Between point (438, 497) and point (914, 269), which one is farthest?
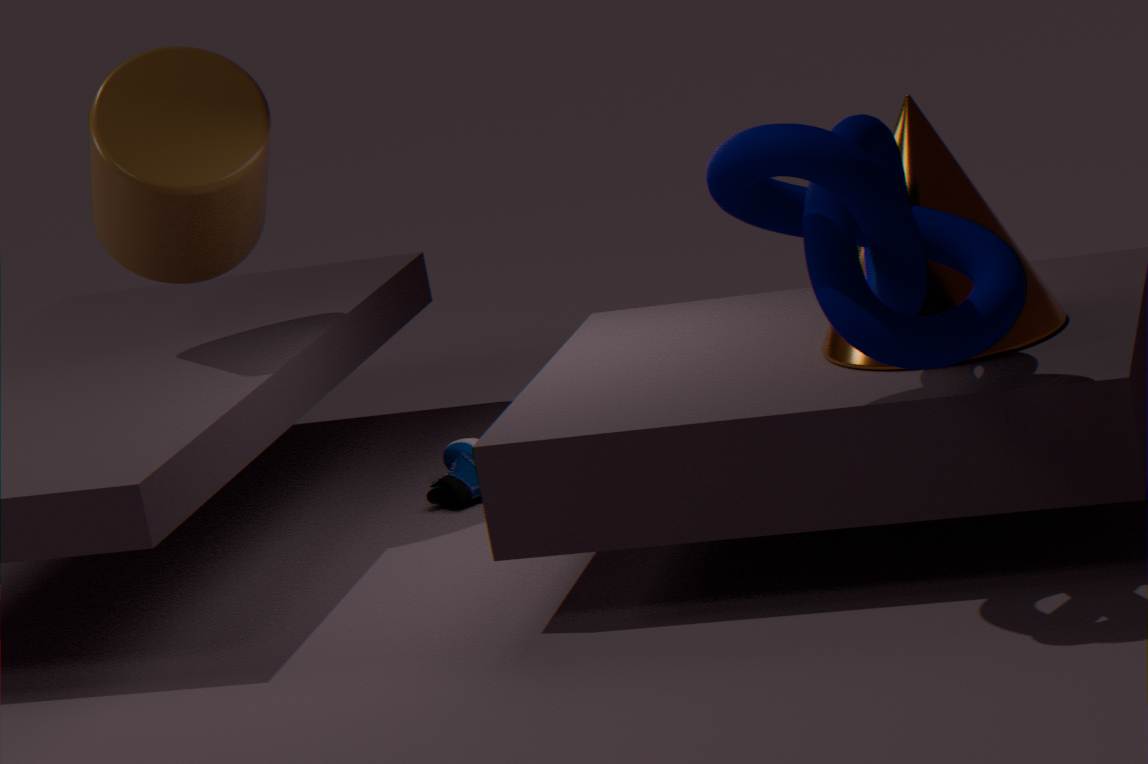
point (438, 497)
